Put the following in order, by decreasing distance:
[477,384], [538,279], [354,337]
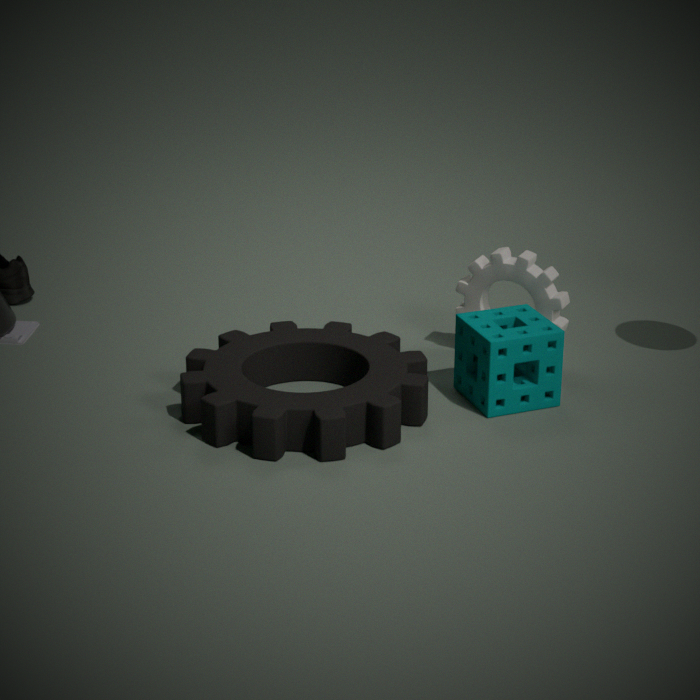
[538,279], [354,337], [477,384]
